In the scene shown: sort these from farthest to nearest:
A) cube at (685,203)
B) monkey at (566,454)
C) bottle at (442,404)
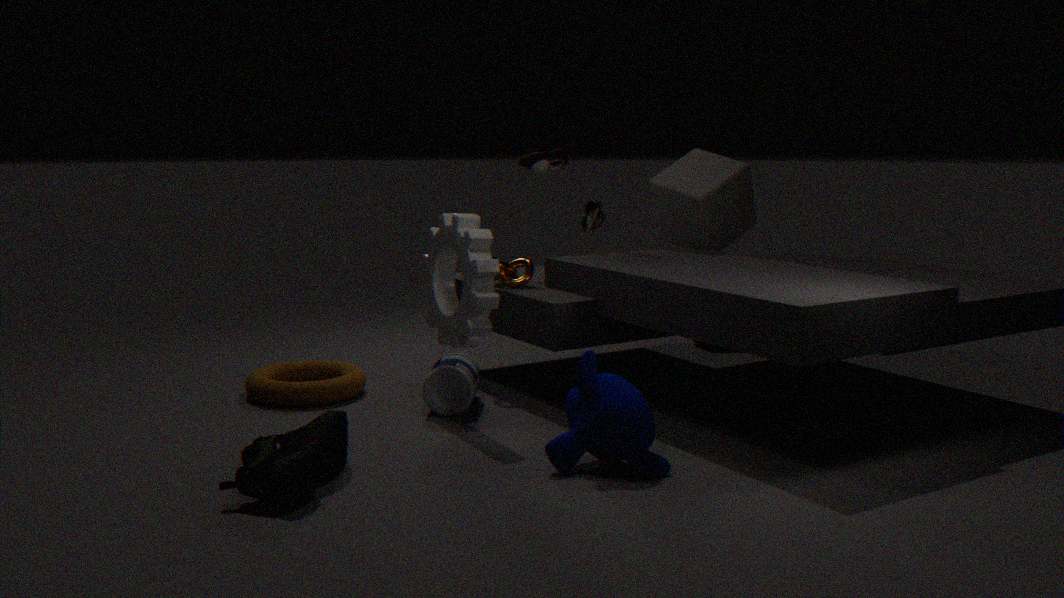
cube at (685,203), bottle at (442,404), monkey at (566,454)
